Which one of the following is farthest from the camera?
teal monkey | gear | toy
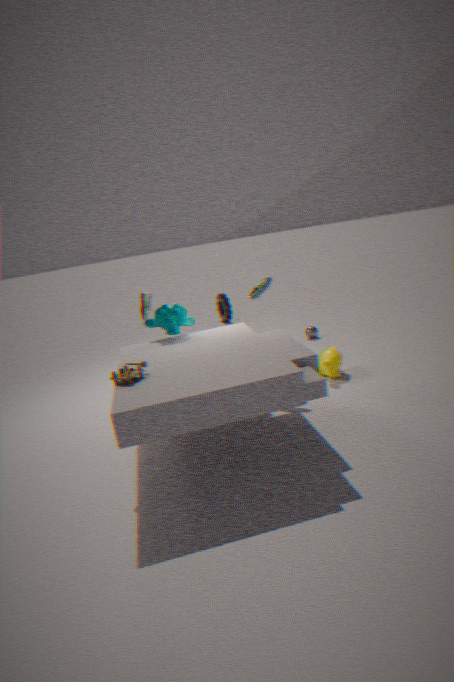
gear
